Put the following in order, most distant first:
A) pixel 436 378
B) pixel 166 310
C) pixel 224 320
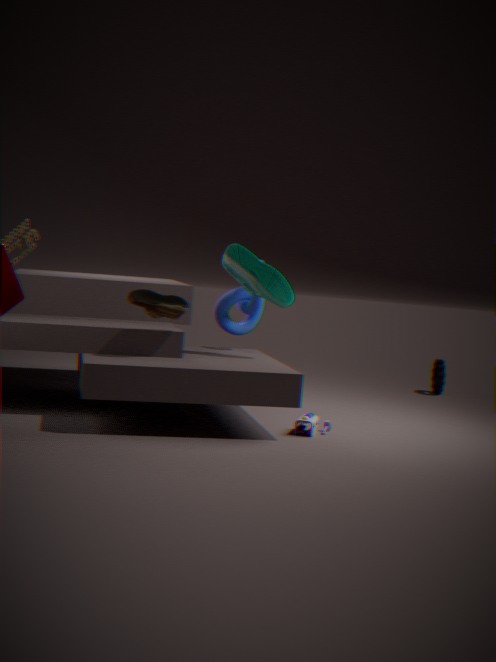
1. pixel 436 378
2. pixel 224 320
3. pixel 166 310
